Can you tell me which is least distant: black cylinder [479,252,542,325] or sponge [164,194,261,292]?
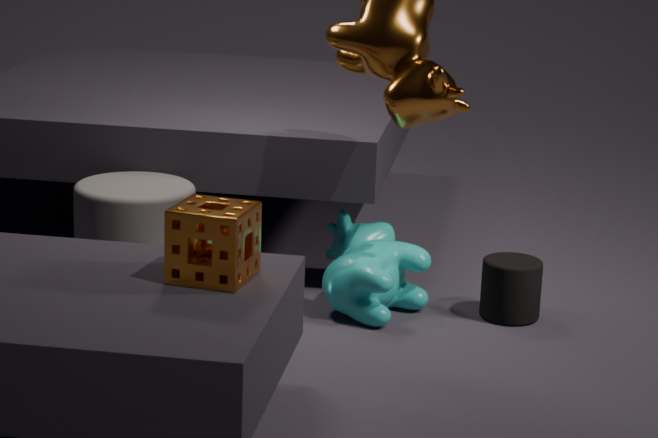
sponge [164,194,261,292]
